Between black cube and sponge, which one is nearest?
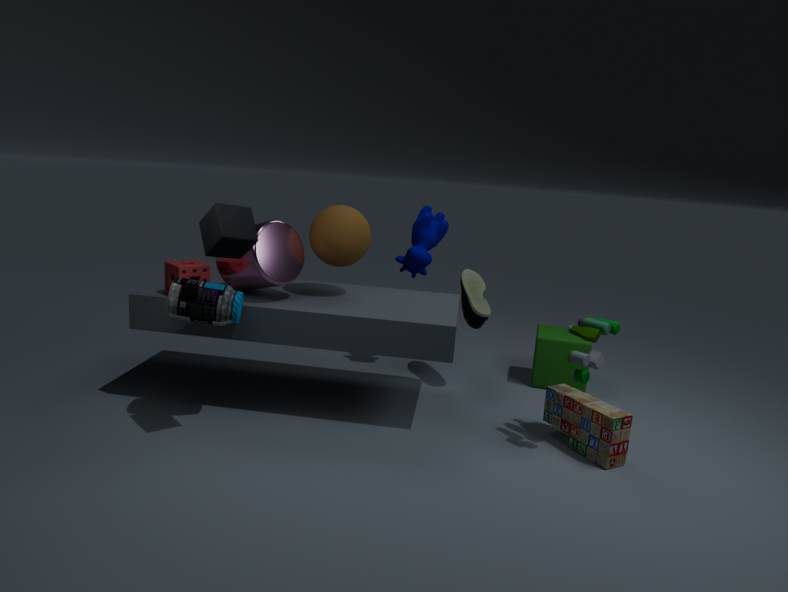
black cube
